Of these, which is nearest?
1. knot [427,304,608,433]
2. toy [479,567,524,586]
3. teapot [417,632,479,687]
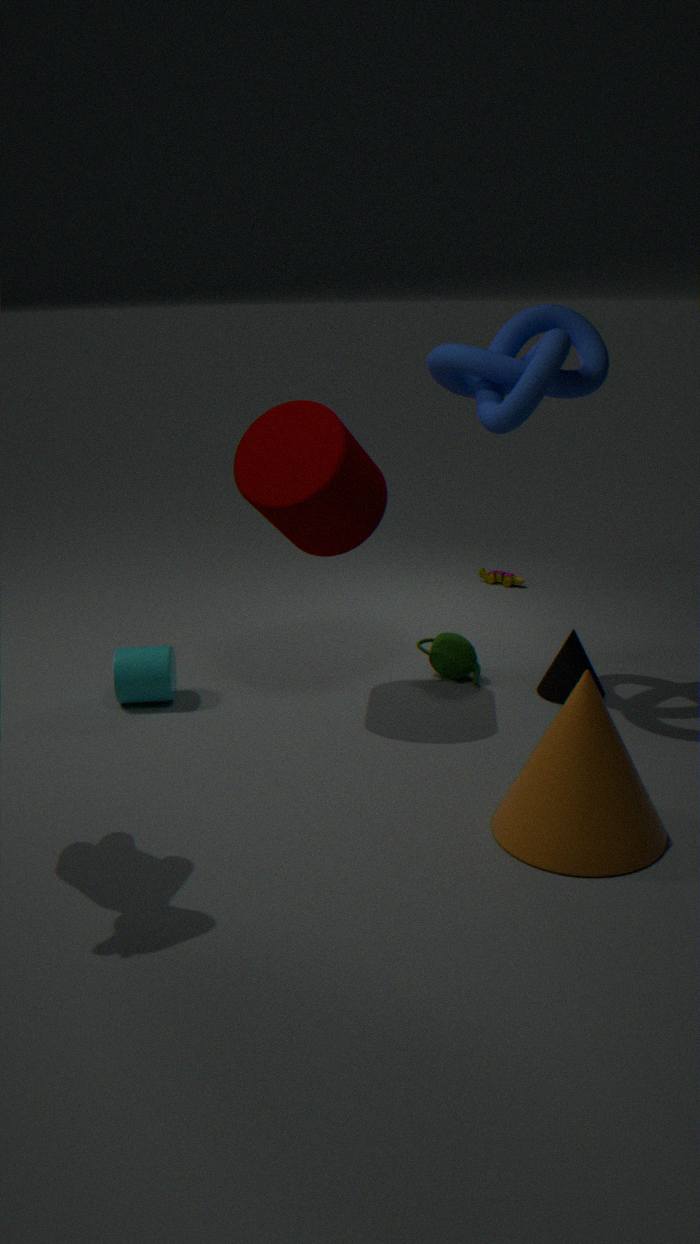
knot [427,304,608,433]
